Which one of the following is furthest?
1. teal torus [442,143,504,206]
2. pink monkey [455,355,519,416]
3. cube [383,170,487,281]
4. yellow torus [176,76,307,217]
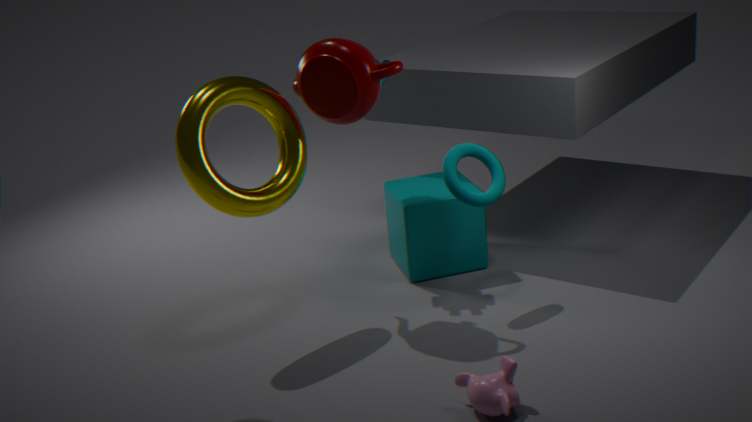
cube [383,170,487,281]
